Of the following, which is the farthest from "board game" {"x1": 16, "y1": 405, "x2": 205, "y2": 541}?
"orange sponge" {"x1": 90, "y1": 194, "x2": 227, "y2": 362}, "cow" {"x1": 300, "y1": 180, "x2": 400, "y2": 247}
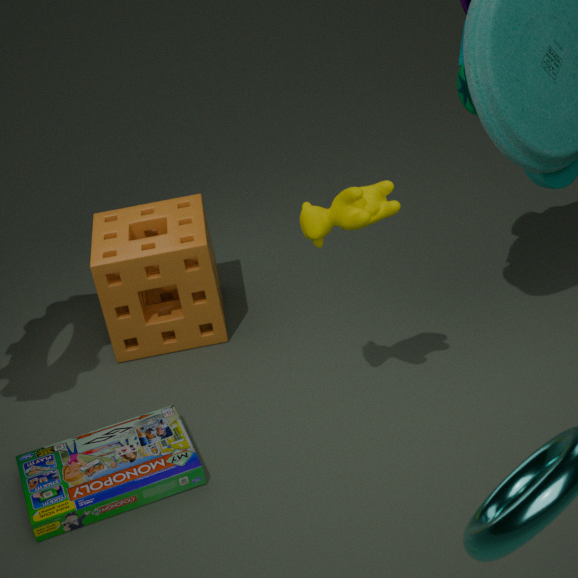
"cow" {"x1": 300, "y1": 180, "x2": 400, "y2": 247}
